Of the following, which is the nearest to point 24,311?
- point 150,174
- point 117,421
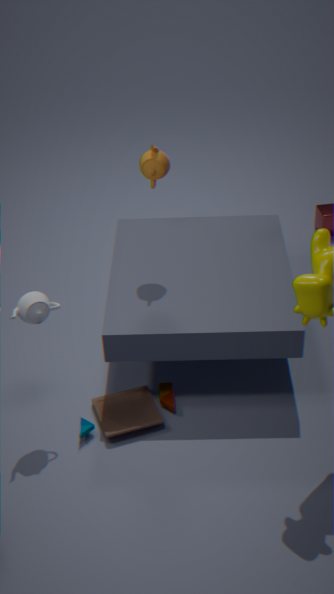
point 117,421
